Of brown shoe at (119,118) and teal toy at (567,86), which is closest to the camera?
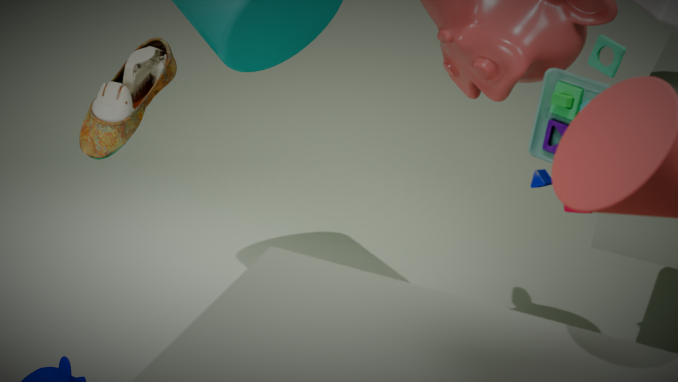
teal toy at (567,86)
